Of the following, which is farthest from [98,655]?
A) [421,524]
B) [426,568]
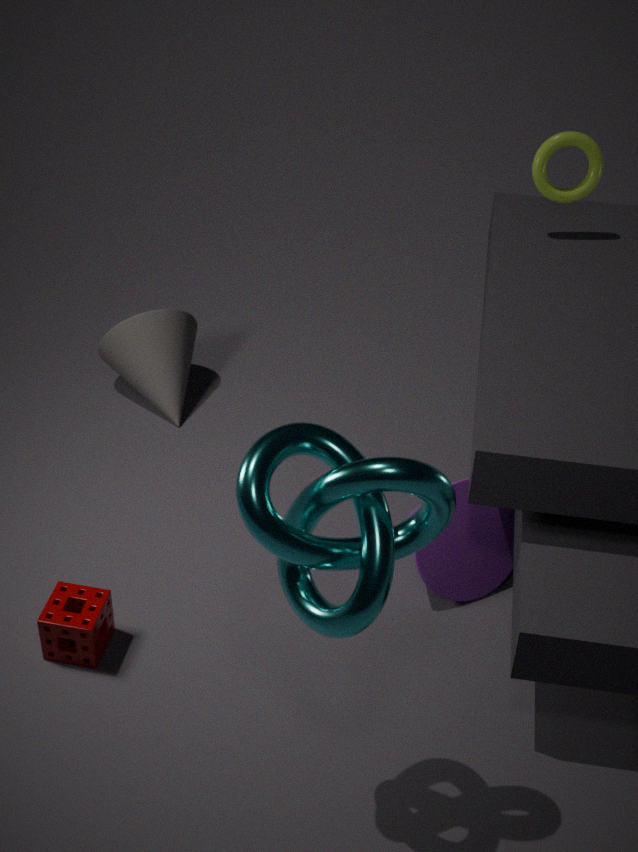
[426,568]
